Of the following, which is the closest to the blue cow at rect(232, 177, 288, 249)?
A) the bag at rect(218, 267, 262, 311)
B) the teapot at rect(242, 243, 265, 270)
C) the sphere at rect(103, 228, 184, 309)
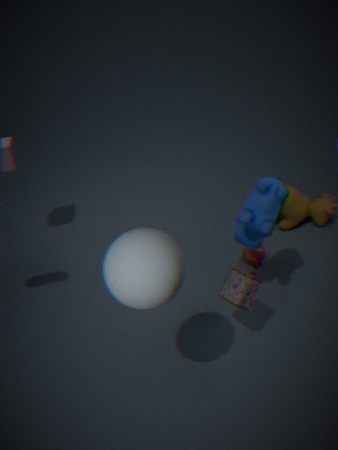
the bag at rect(218, 267, 262, 311)
